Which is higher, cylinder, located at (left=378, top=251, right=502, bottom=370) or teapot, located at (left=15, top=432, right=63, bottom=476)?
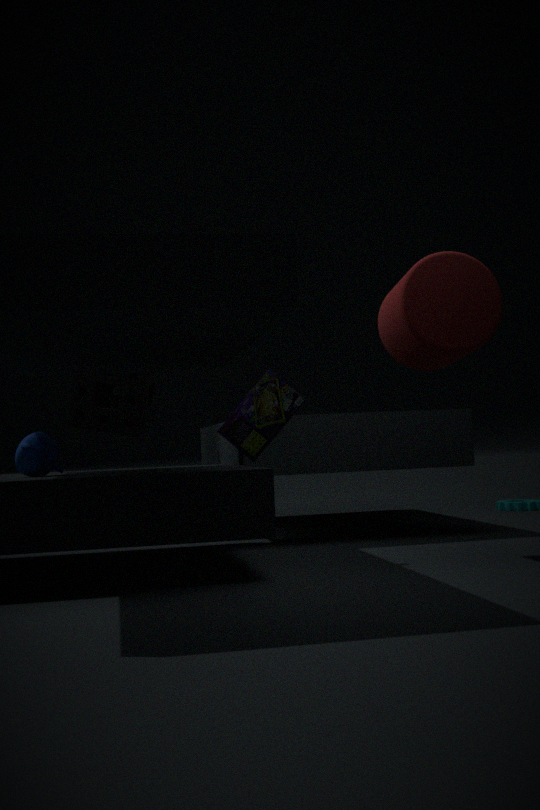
cylinder, located at (left=378, top=251, right=502, bottom=370)
